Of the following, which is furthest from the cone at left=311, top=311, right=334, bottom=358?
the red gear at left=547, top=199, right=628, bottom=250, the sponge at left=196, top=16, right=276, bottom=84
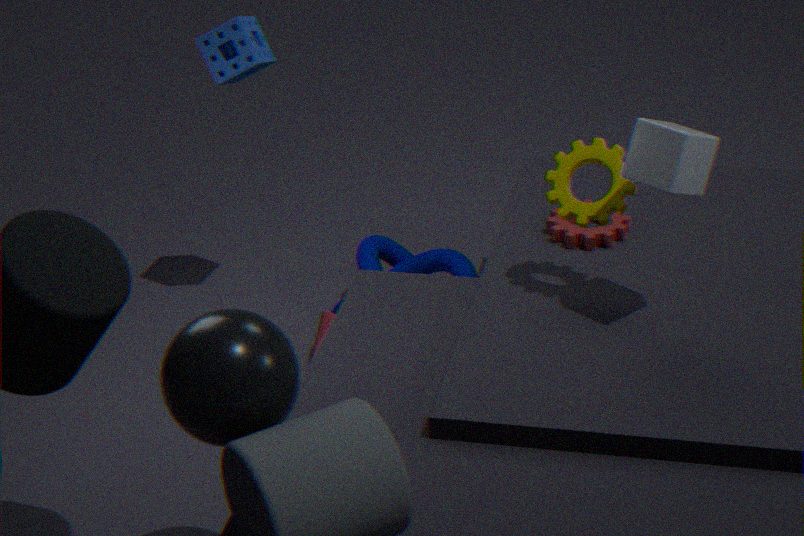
the sponge at left=196, top=16, right=276, bottom=84
